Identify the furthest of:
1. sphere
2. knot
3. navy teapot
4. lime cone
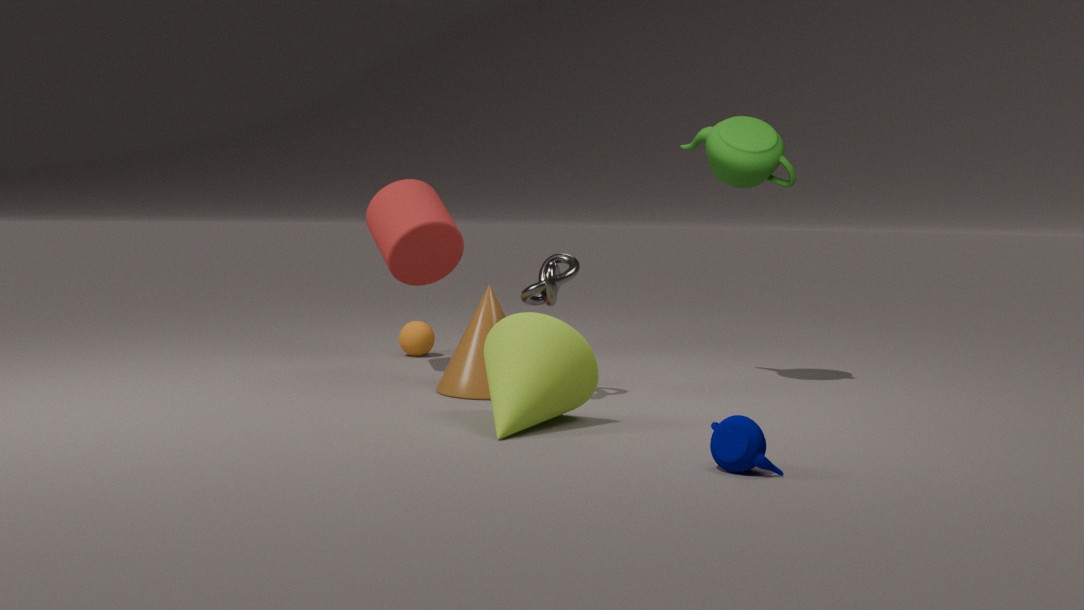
sphere
